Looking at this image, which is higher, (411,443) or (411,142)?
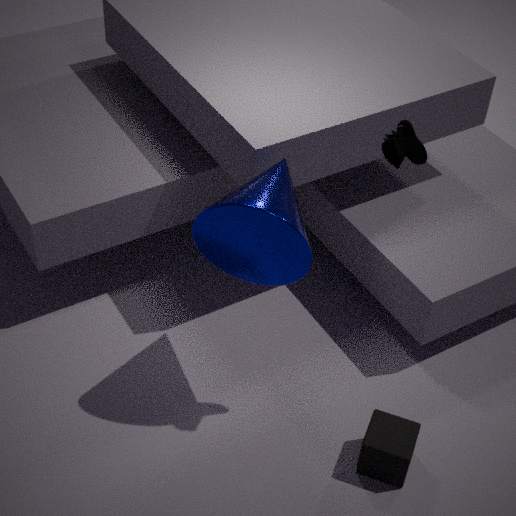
(411,142)
